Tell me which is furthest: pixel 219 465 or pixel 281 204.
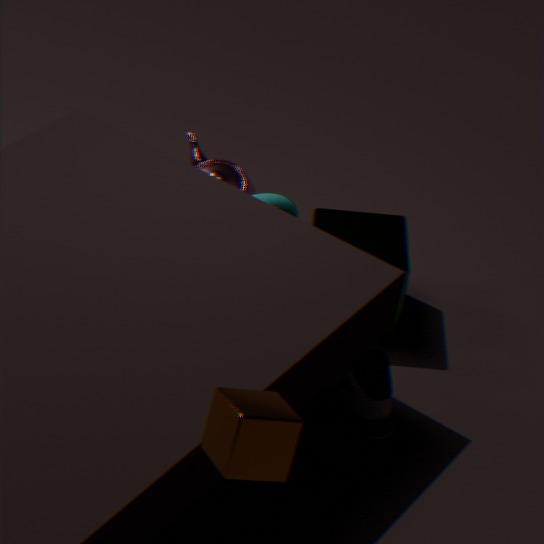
pixel 281 204
